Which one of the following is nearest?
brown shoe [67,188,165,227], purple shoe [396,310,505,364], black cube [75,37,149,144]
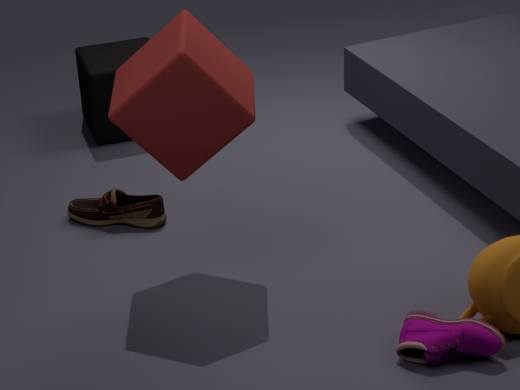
purple shoe [396,310,505,364]
